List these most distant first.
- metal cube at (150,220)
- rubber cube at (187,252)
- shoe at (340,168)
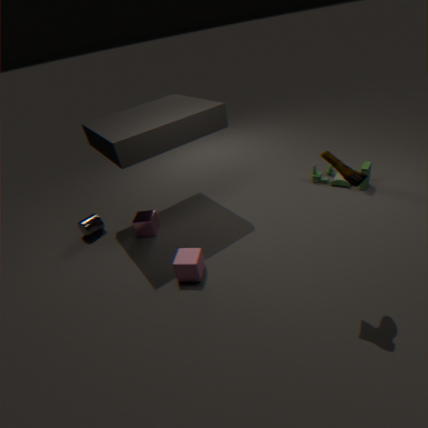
metal cube at (150,220) → rubber cube at (187,252) → shoe at (340,168)
